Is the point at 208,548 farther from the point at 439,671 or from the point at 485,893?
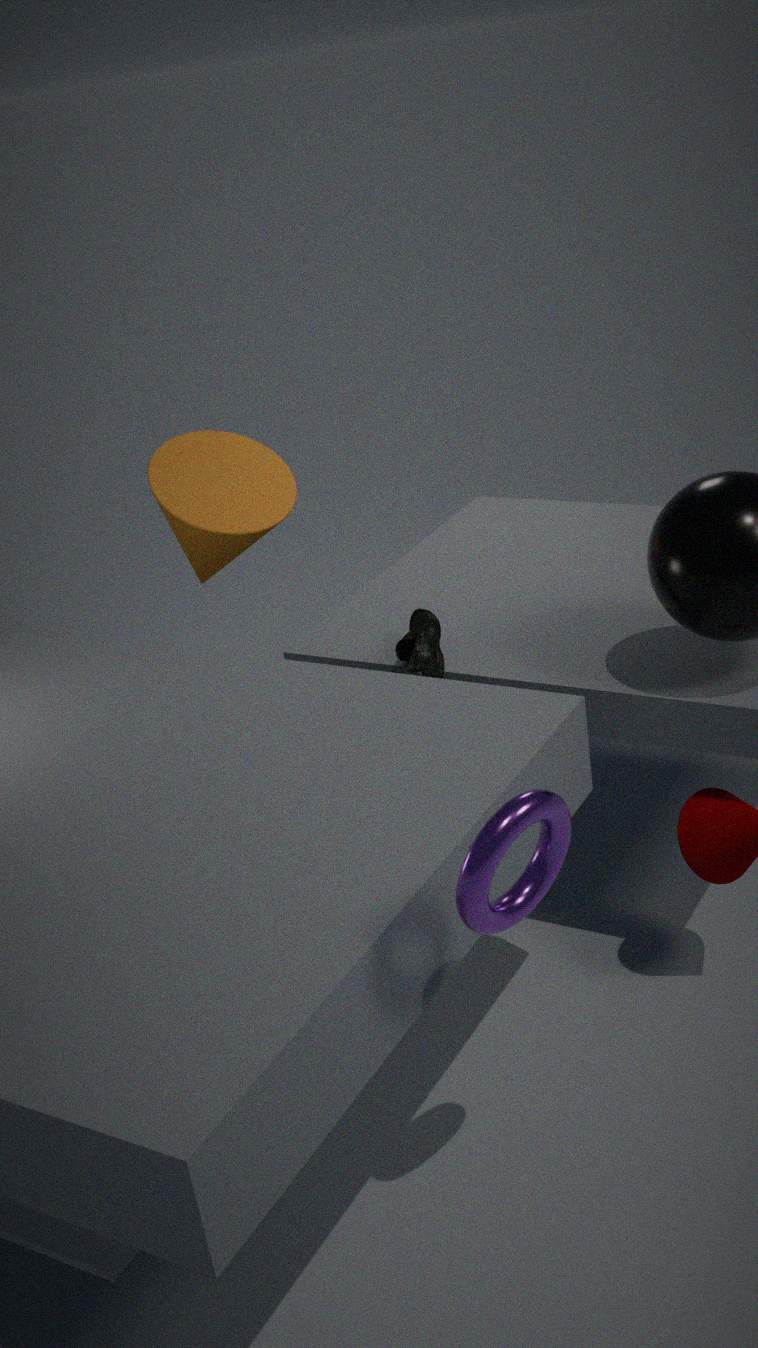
the point at 485,893
